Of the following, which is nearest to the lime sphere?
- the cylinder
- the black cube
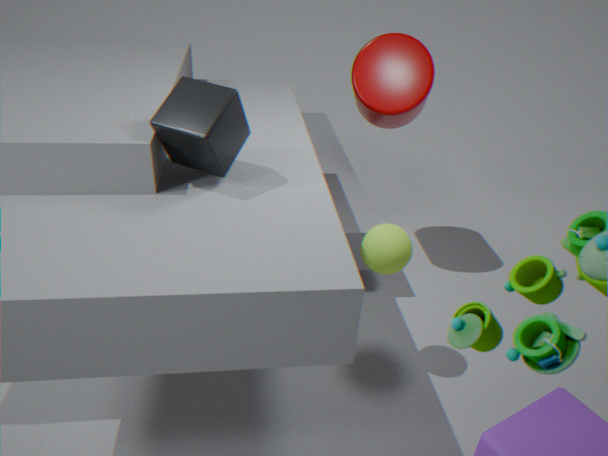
the black cube
